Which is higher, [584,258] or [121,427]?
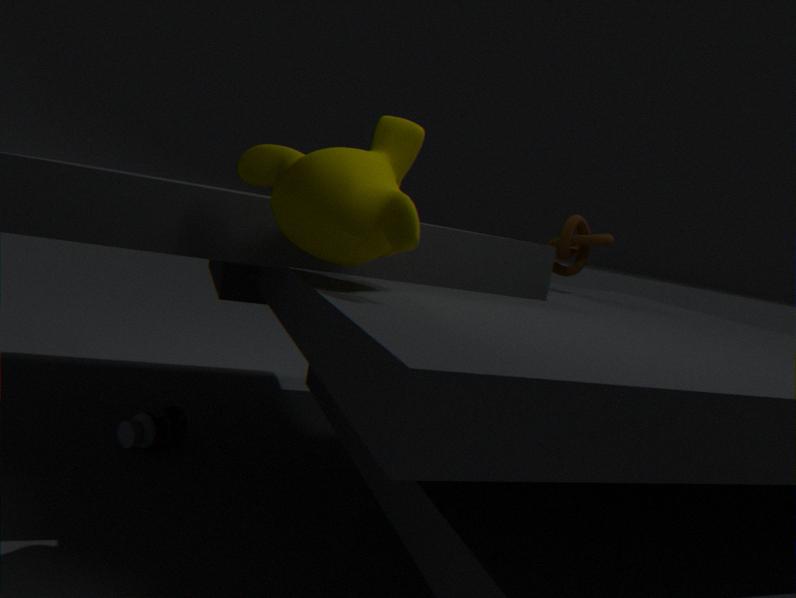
[584,258]
